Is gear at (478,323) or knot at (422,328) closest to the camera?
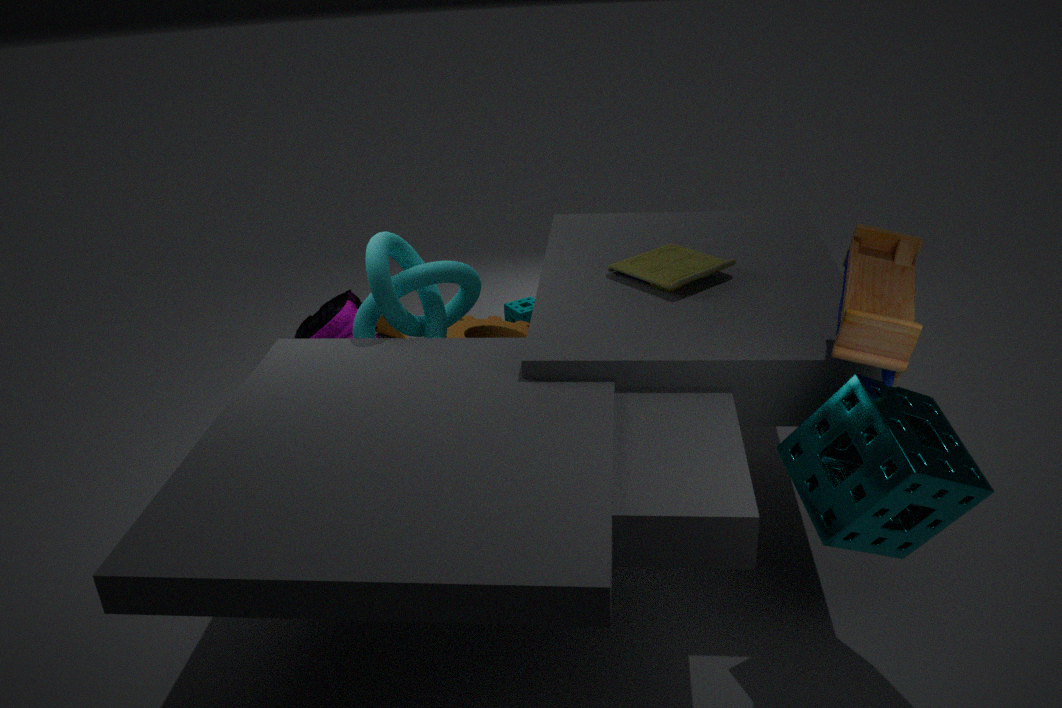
knot at (422,328)
